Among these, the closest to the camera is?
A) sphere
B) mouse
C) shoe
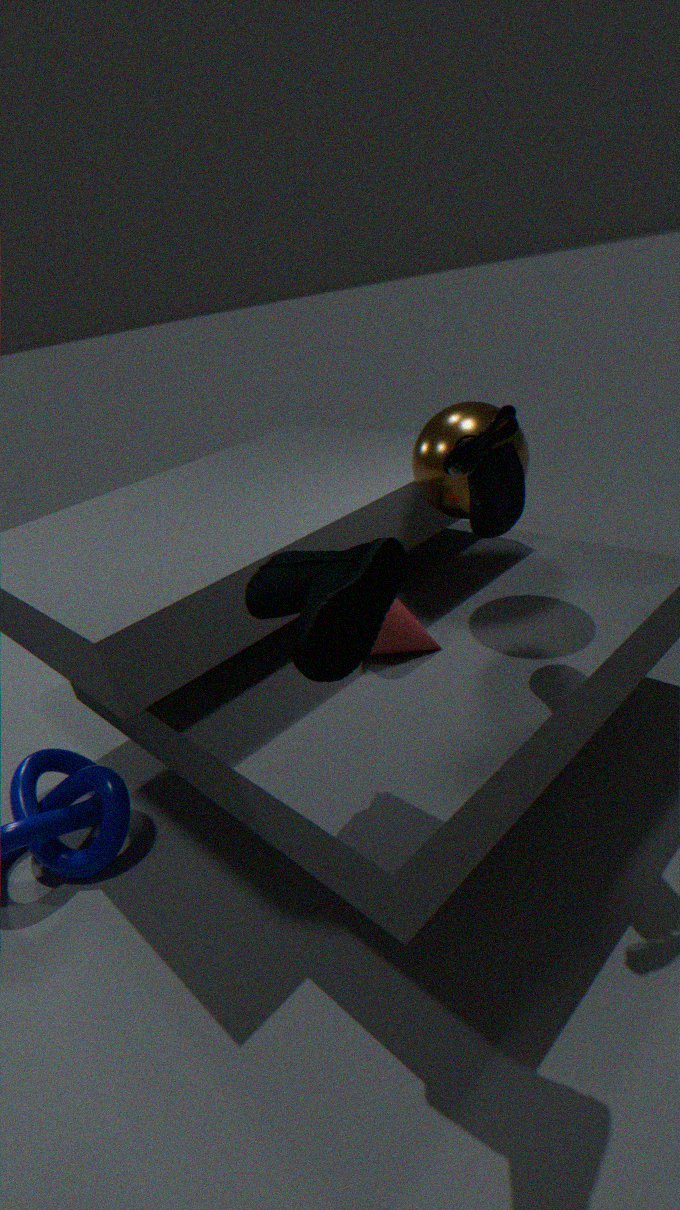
shoe
